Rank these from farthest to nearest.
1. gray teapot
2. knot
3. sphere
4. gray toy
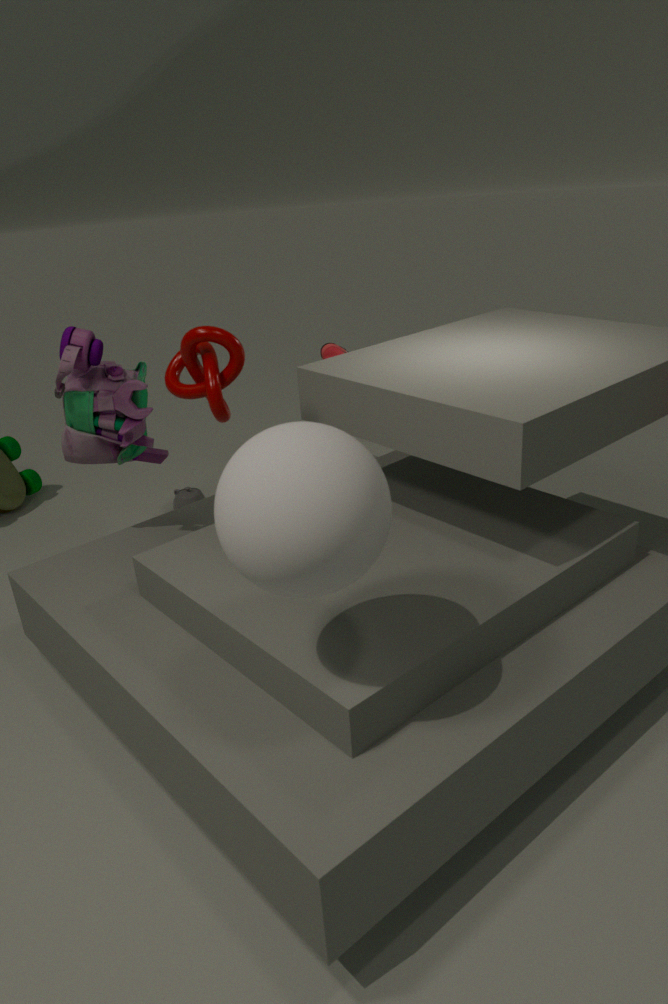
gray teapot, gray toy, knot, sphere
